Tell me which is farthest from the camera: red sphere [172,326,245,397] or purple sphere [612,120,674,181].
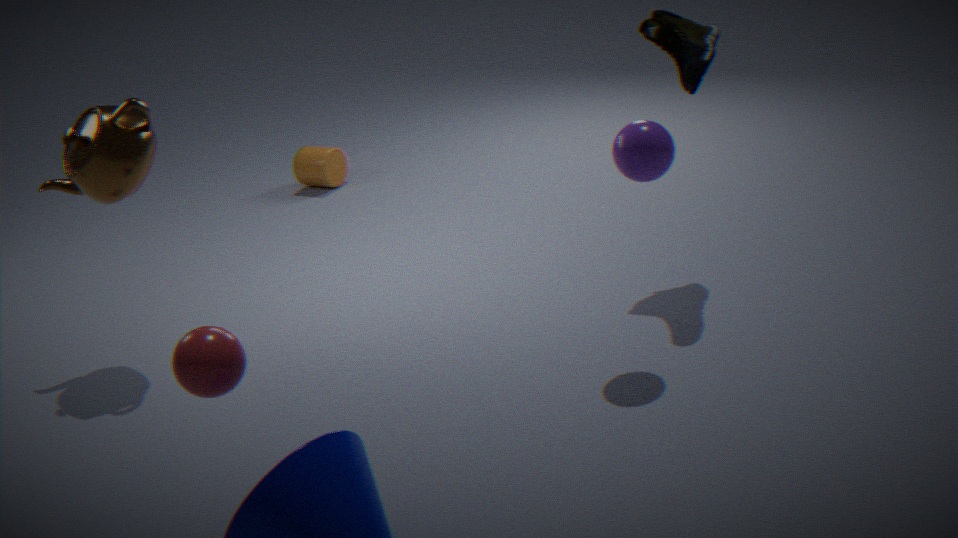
purple sphere [612,120,674,181]
